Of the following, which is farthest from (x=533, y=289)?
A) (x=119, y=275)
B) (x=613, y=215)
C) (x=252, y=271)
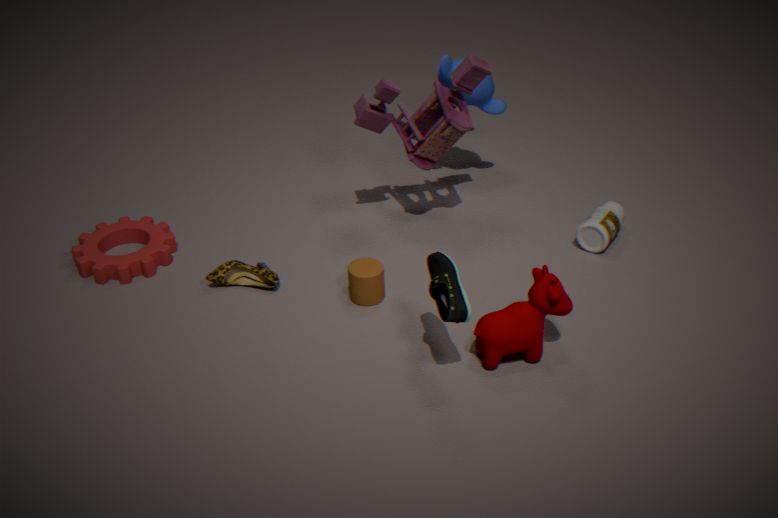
(x=119, y=275)
